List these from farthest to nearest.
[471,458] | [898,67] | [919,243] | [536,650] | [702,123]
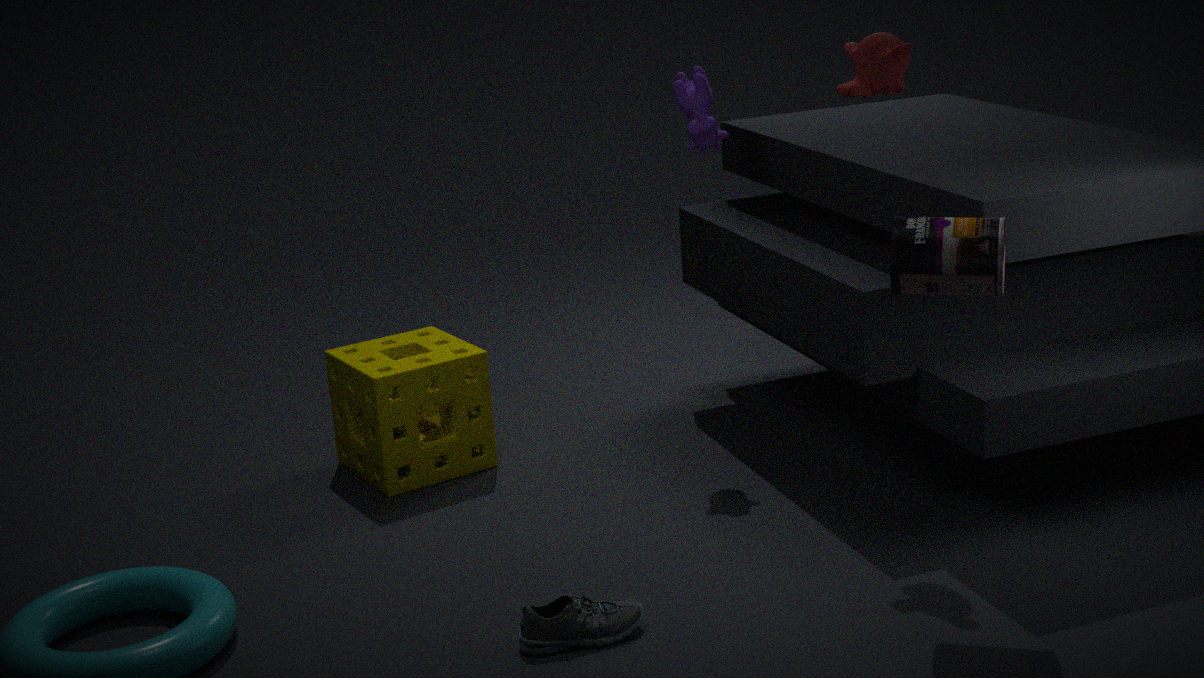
[471,458], [702,123], [898,67], [536,650], [919,243]
